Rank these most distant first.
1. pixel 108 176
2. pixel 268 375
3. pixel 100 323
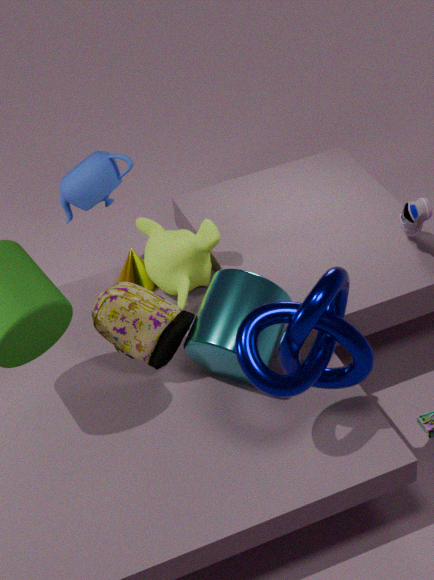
1. pixel 108 176
2. pixel 100 323
3. pixel 268 375
